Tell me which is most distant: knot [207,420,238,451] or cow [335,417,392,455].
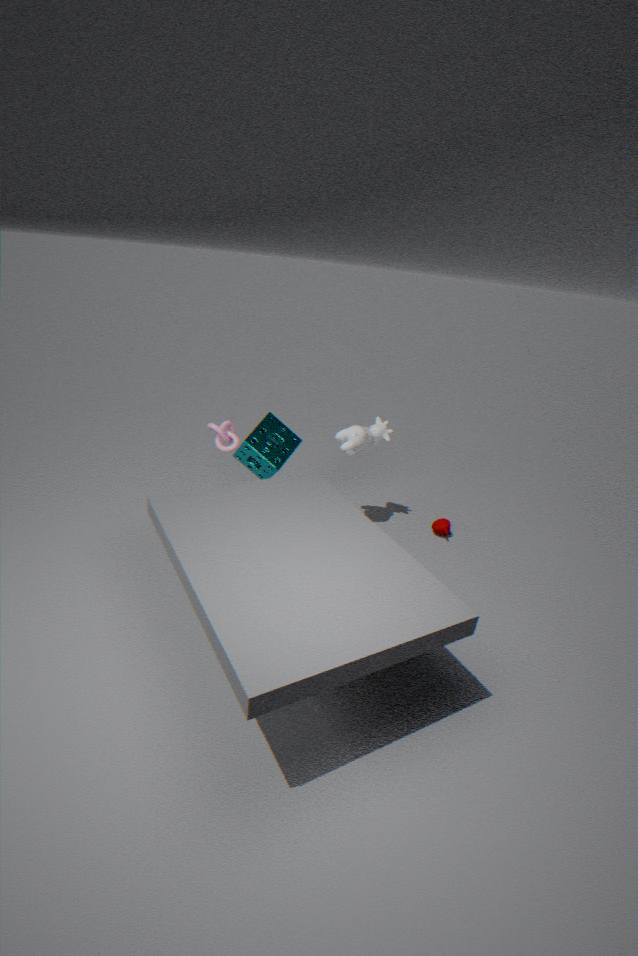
cow [335,417,392,455]
